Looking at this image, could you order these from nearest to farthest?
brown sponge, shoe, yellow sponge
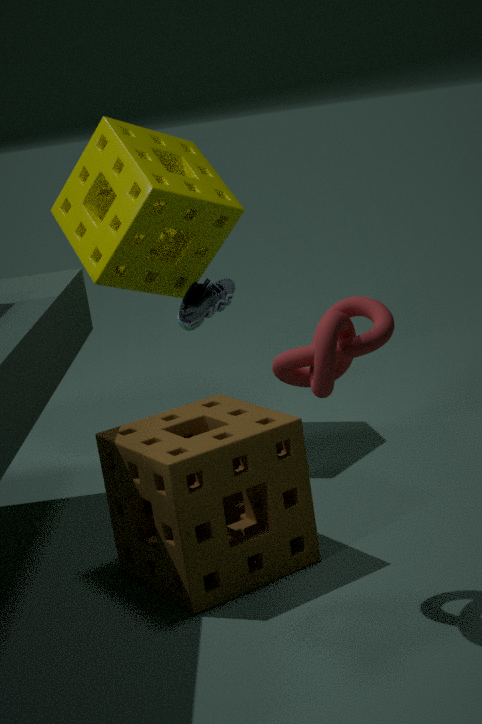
brown sponge → yellow sponge → shoe
